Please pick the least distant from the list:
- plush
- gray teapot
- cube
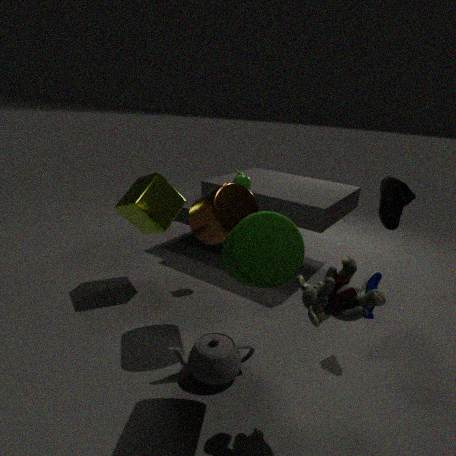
plush
